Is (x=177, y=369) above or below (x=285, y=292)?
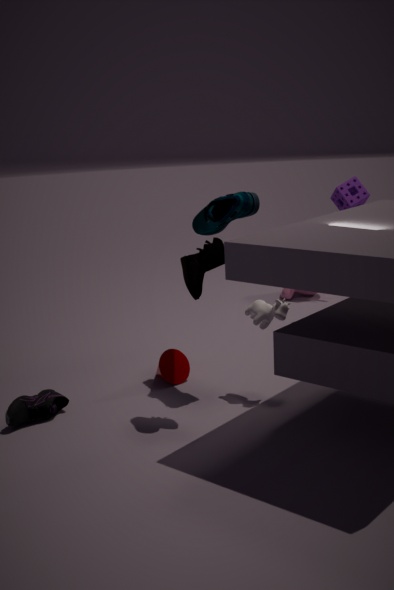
below
